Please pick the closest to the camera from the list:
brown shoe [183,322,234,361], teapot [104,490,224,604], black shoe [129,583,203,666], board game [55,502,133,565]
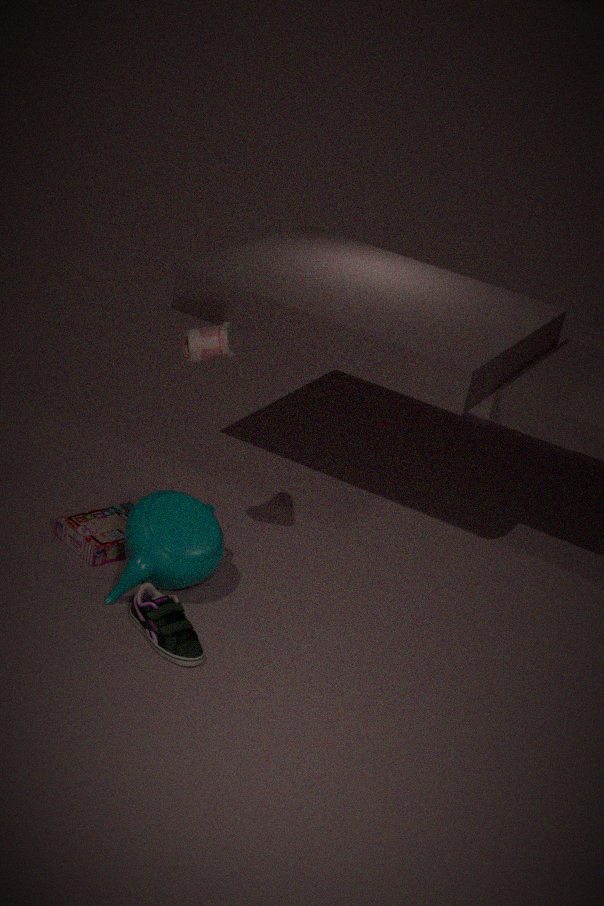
black shoe [129,583,203,666]
